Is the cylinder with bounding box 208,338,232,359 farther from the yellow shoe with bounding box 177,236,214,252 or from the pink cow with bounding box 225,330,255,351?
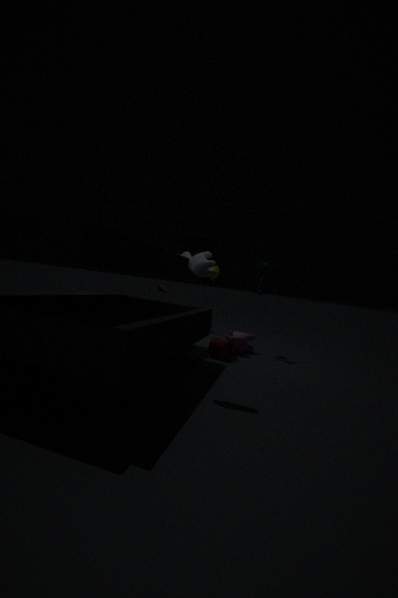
the yellow shoe with bounding box 177,236,214,252
